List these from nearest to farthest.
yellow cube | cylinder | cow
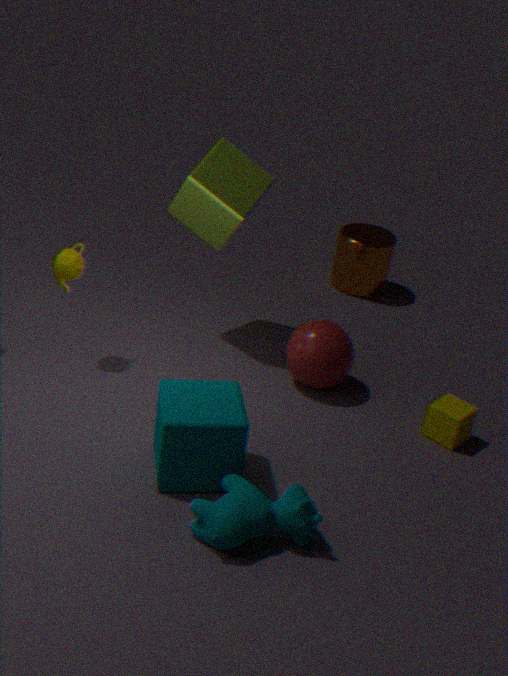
cow
yellow cube
cylinder
